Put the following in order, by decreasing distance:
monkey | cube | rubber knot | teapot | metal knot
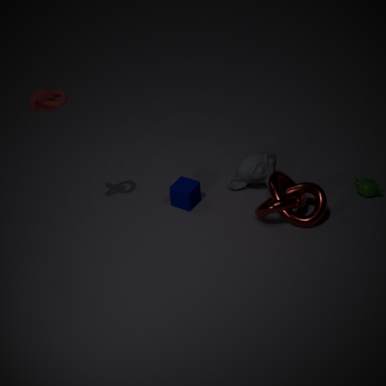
1. monkey
2. teapot
3. cube
4. metal knot
5. rubber knot
